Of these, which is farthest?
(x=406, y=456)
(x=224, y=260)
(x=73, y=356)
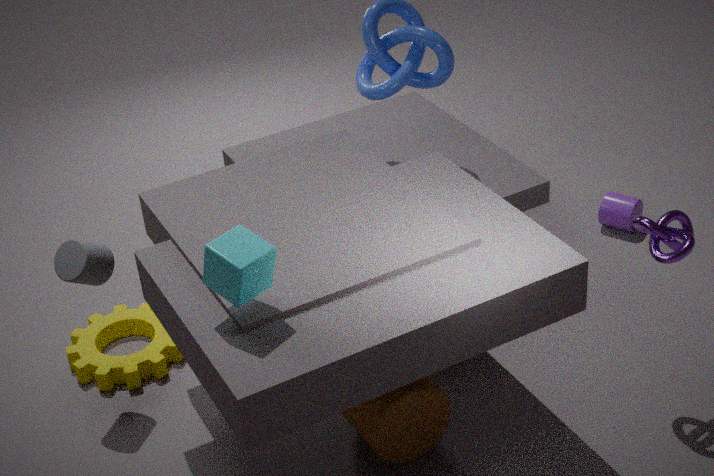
(x=73, y=356)
